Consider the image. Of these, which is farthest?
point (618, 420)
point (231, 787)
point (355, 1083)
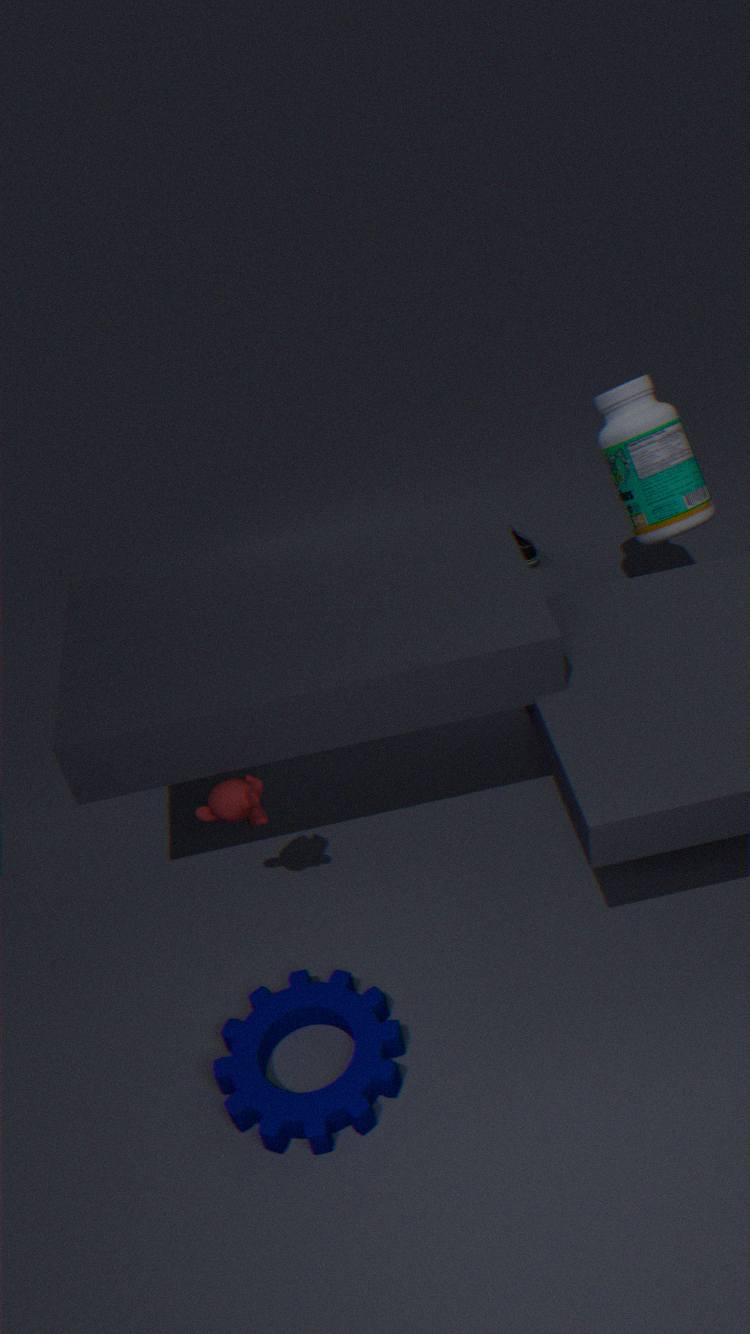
point (618, 420)
